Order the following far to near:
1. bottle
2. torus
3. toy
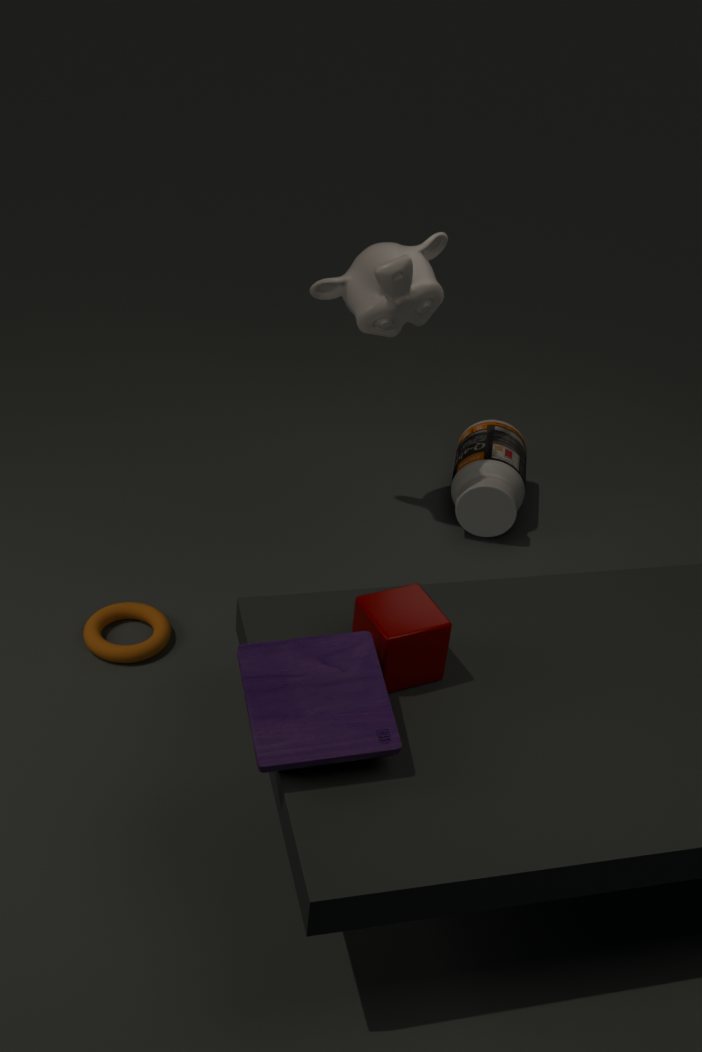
bottle < torus < toy
